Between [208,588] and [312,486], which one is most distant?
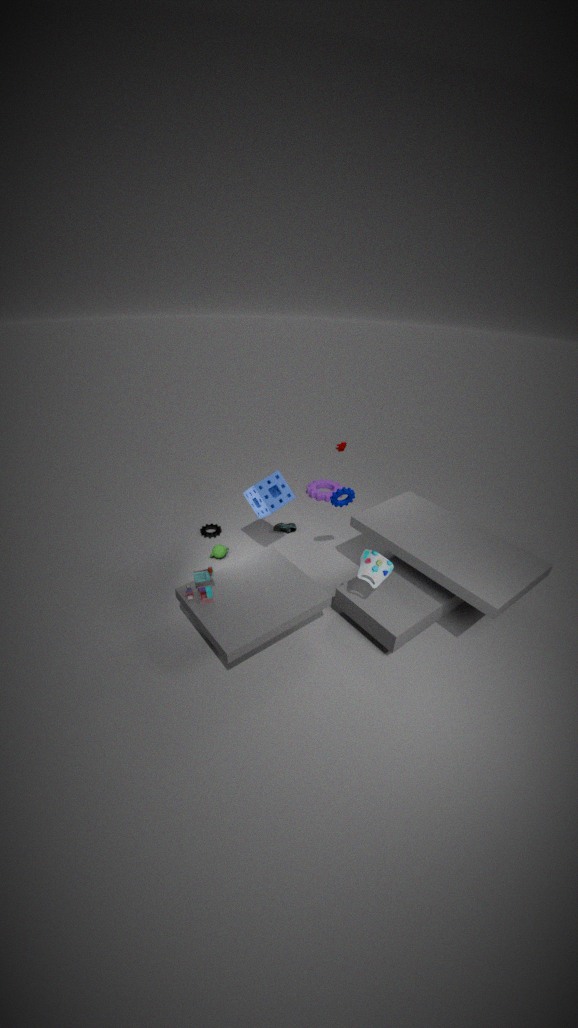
[312,486]
